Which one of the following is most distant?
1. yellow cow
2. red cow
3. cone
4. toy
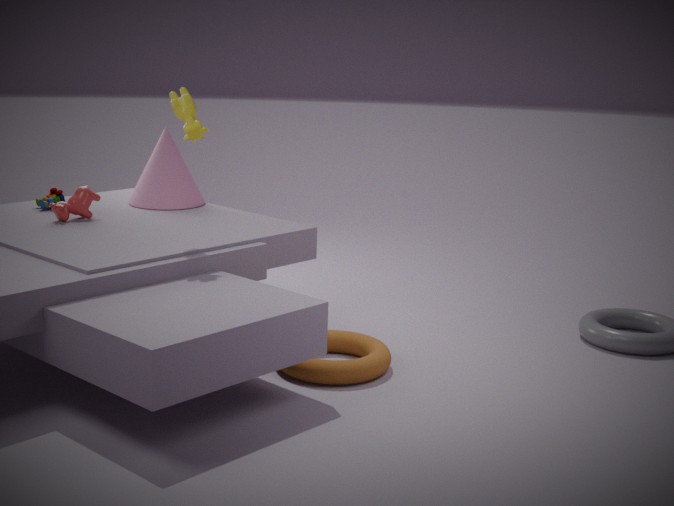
cone
